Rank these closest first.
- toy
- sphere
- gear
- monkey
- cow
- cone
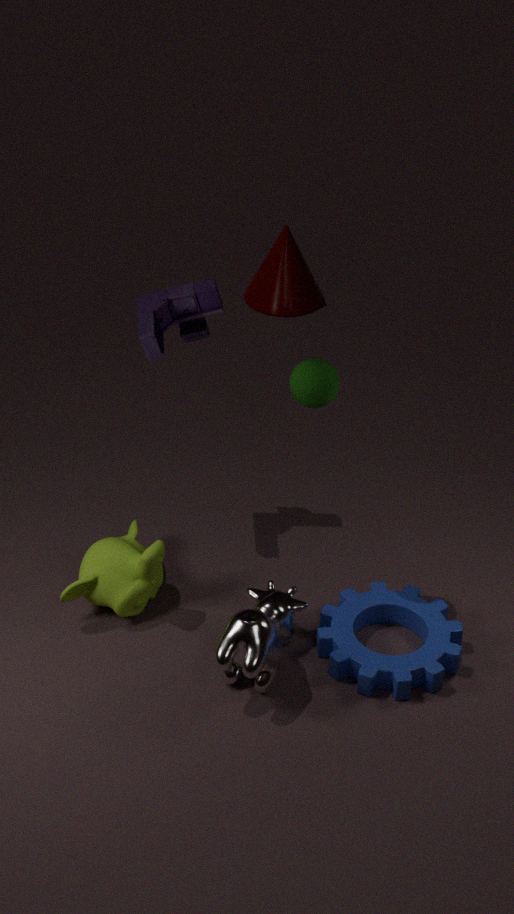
cow < sphere < gear < monkey < toy < cone
